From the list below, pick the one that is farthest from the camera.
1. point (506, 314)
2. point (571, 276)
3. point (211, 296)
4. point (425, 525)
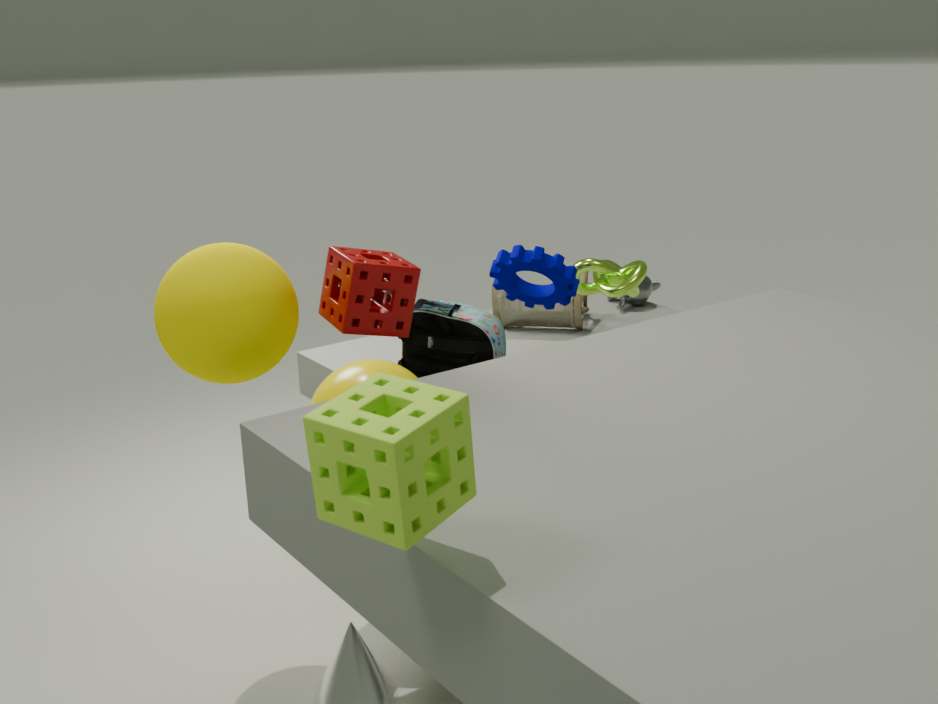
point (506, 314)
